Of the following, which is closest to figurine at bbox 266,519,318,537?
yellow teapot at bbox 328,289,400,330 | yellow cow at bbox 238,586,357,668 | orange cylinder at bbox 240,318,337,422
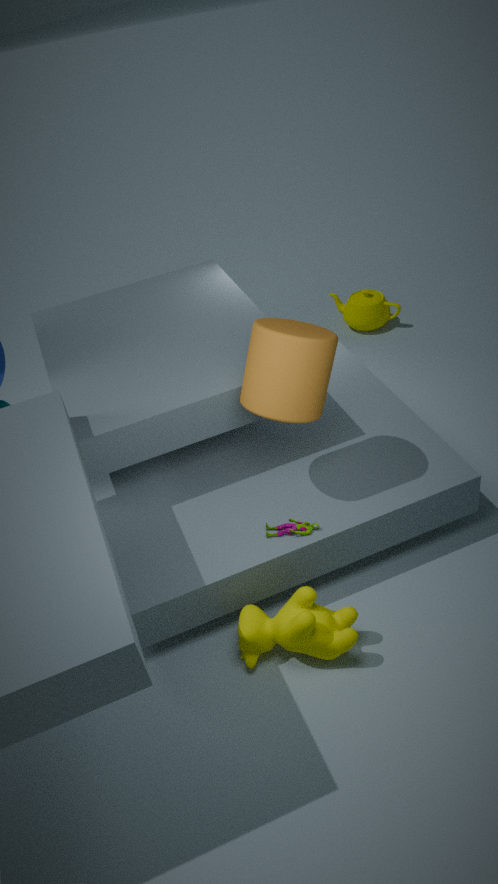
yellow cow at bbox 238,586,357,668
